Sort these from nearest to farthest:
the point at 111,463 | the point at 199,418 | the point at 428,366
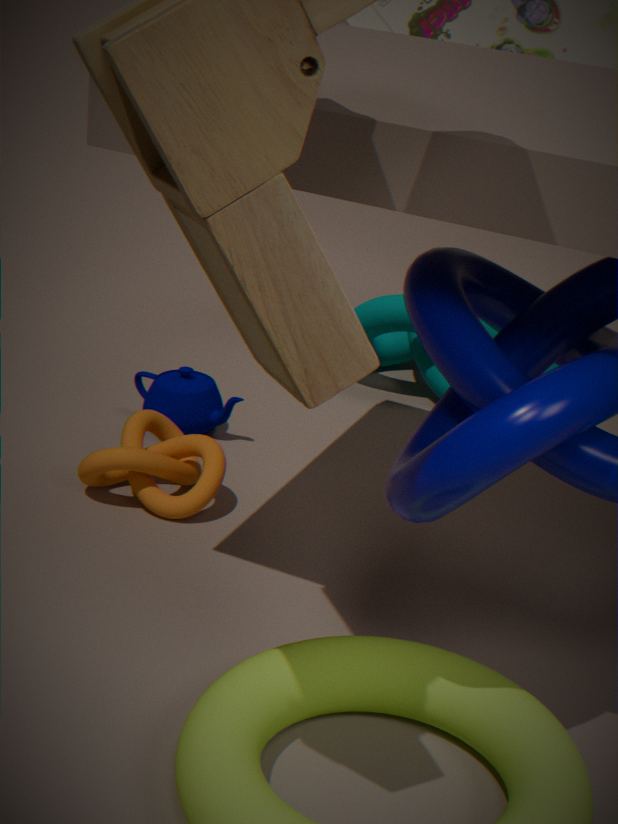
1. the point at 111,463
2. the point at 199,418
3. the point at 428,366
